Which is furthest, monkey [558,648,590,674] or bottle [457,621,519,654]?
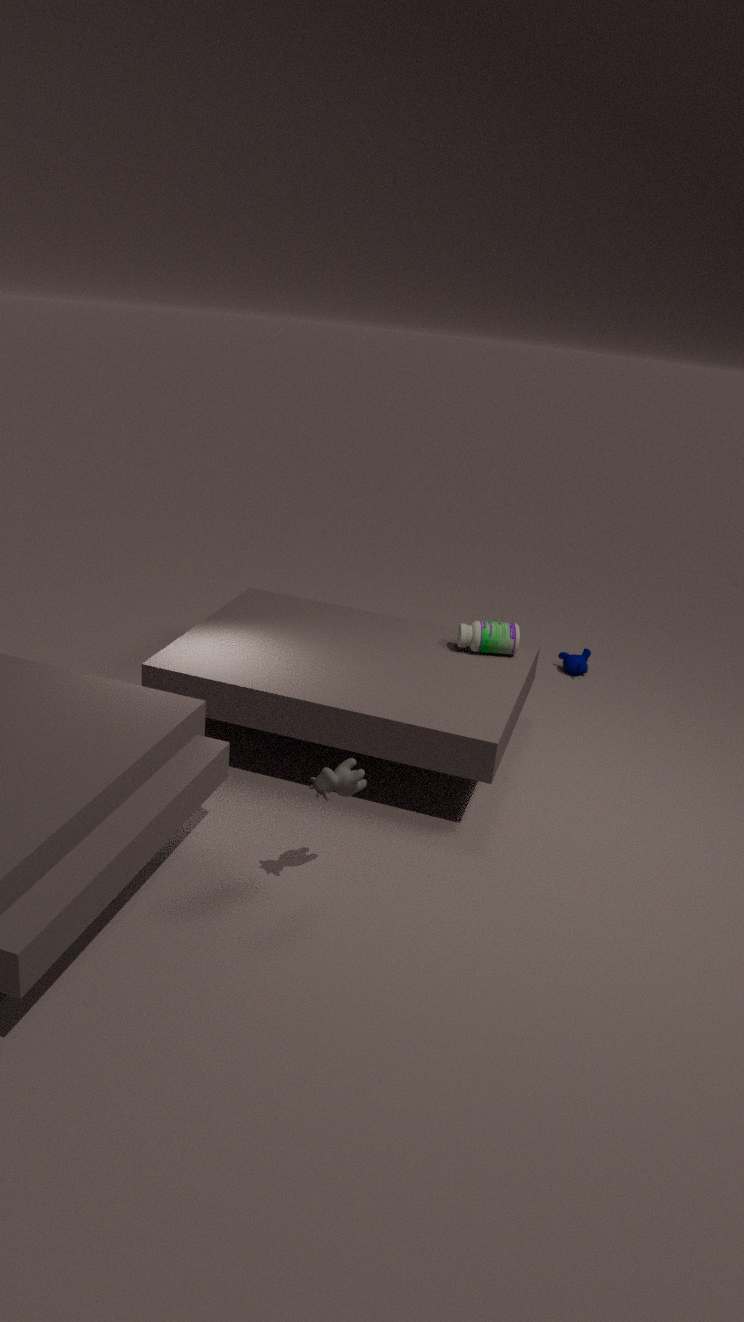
monkey [558,648,590,674]
